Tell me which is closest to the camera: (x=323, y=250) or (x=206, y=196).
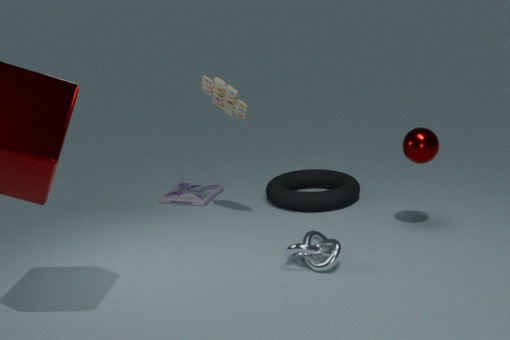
(x=323, y=250)
